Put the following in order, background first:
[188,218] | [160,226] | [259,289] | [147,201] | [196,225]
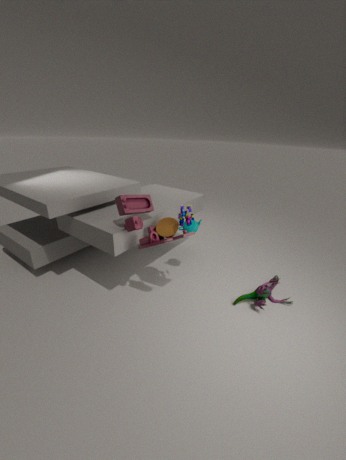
[196,225], [259,289], [147,201], [160,226], [188,218]
